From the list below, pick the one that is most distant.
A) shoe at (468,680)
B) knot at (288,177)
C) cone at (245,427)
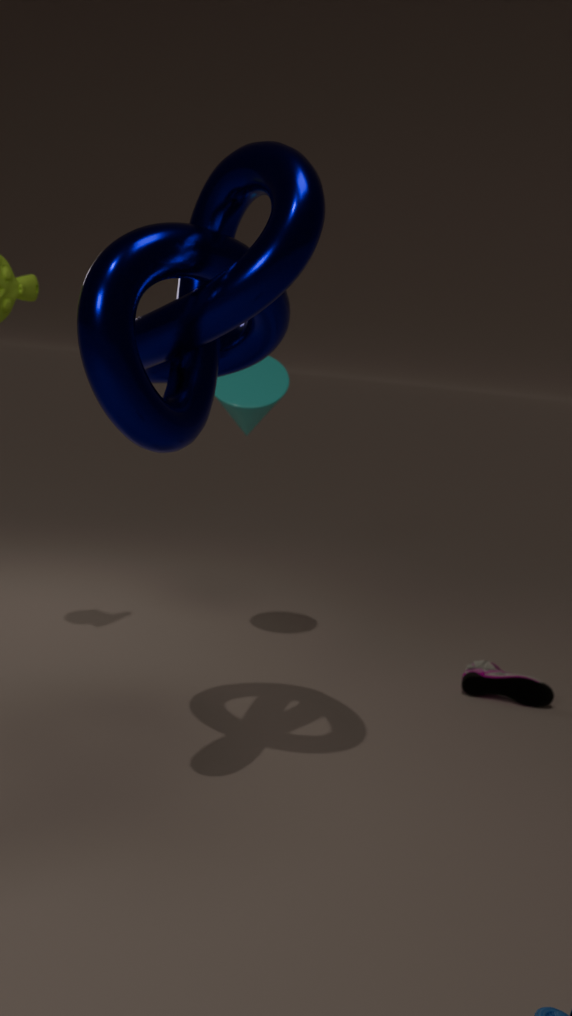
shoe at (468,680)
